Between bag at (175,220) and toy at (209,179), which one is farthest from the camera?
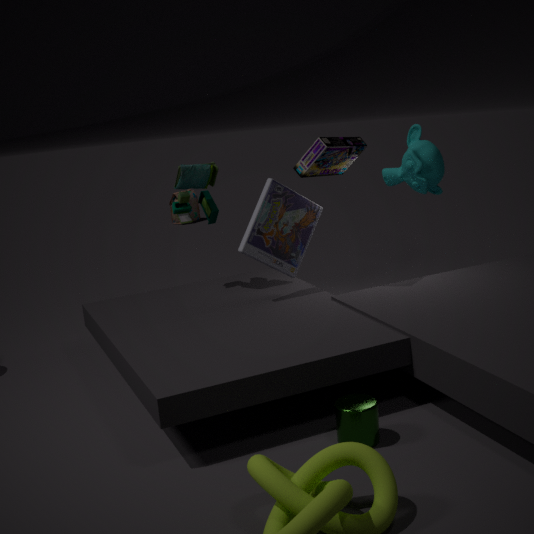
bag at (175,220)
